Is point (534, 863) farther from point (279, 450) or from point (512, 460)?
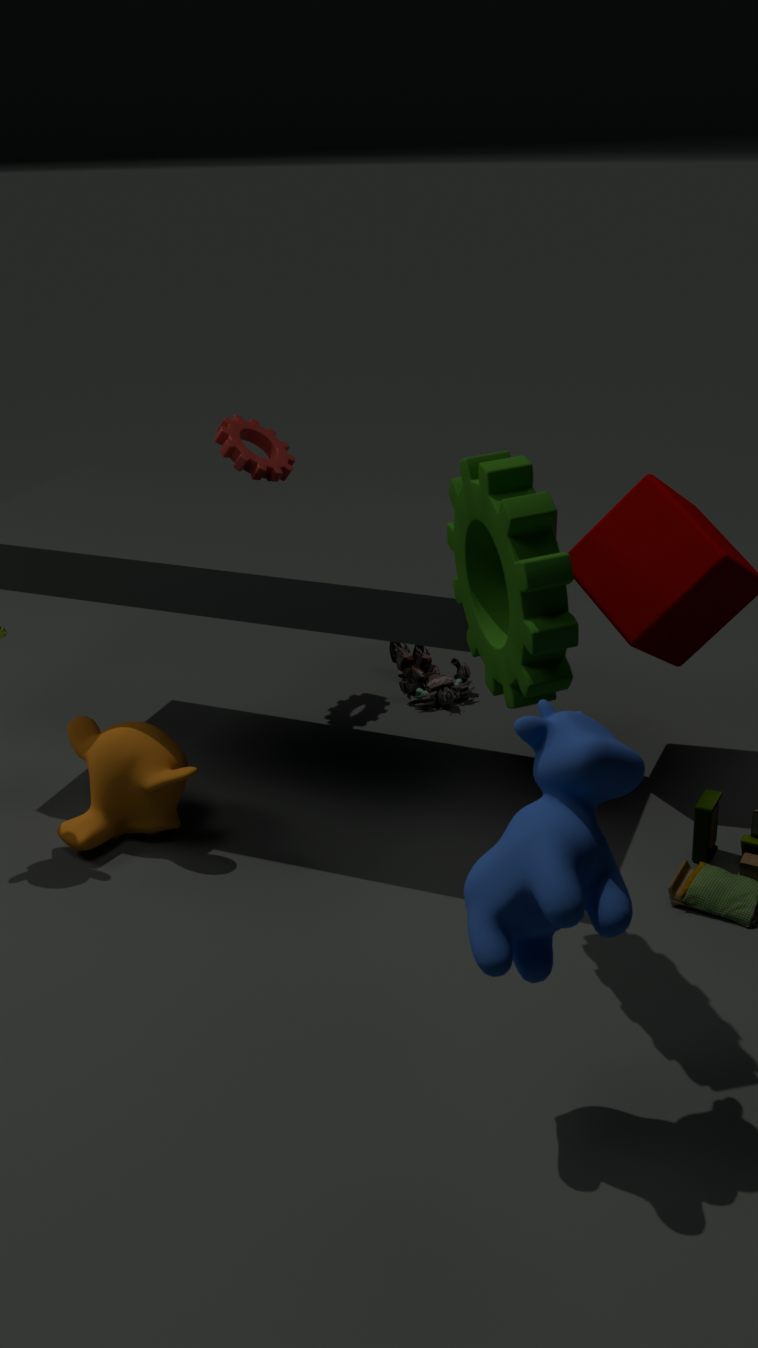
point (279, 450)
